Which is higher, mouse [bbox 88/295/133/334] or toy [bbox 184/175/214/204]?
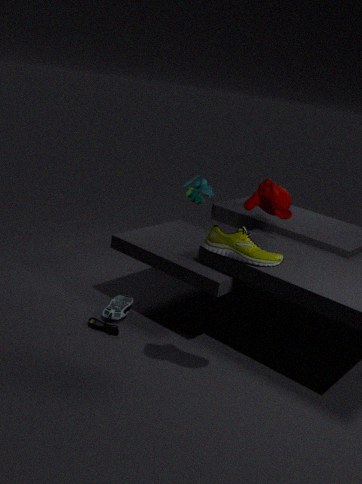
toy [bbox 184/175/214/204]
